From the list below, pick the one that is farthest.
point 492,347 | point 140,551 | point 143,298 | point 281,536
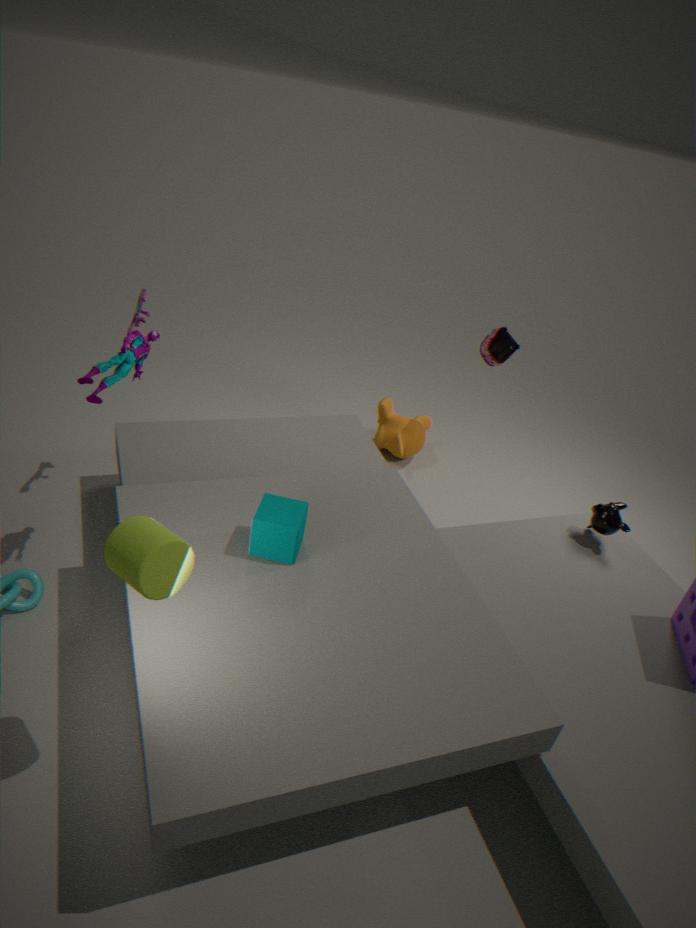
point 492,347
